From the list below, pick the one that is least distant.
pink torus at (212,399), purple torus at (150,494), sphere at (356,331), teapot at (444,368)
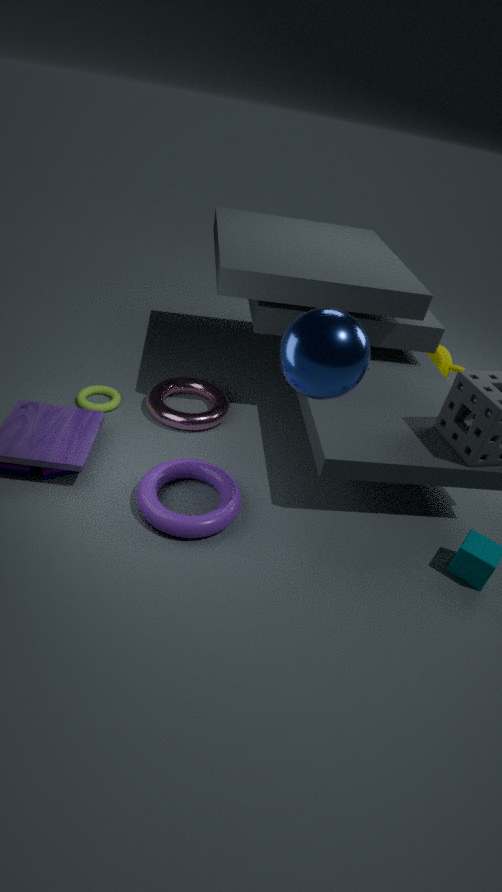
sphere at (356,331)
